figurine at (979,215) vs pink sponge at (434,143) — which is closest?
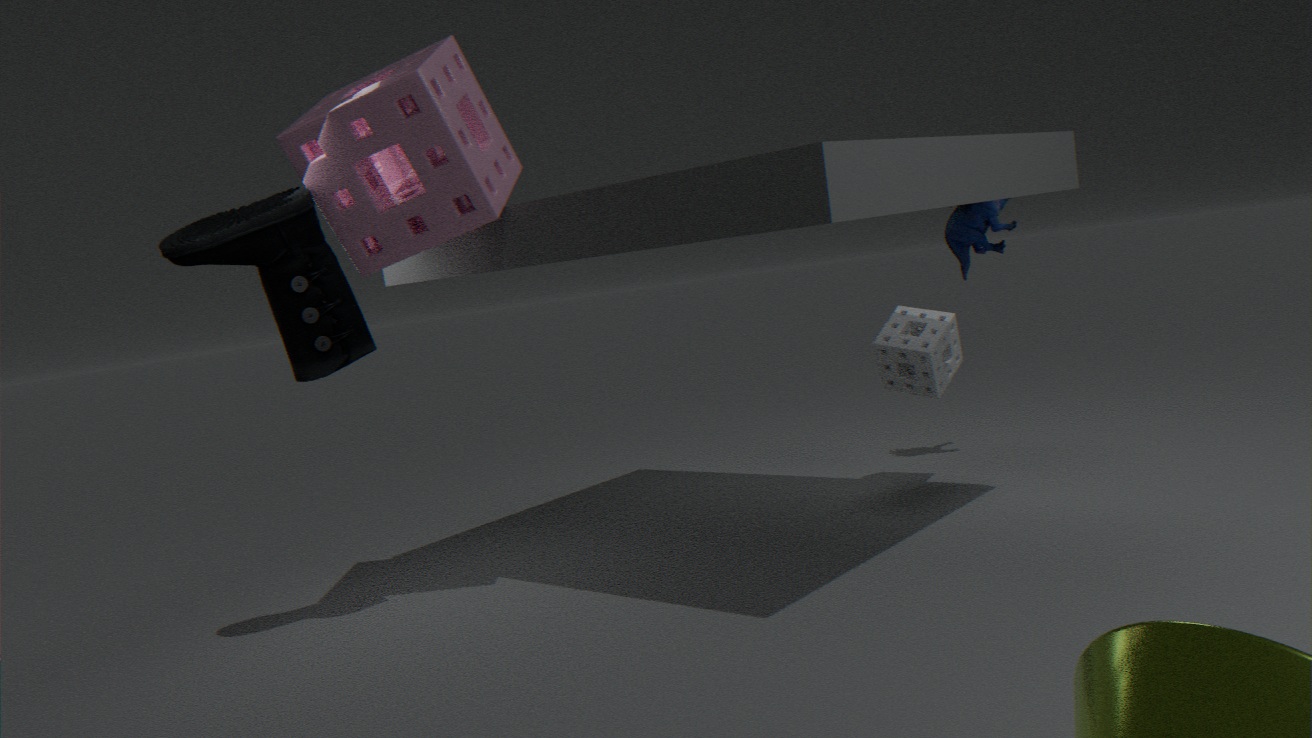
pink sponge at (434,143)
